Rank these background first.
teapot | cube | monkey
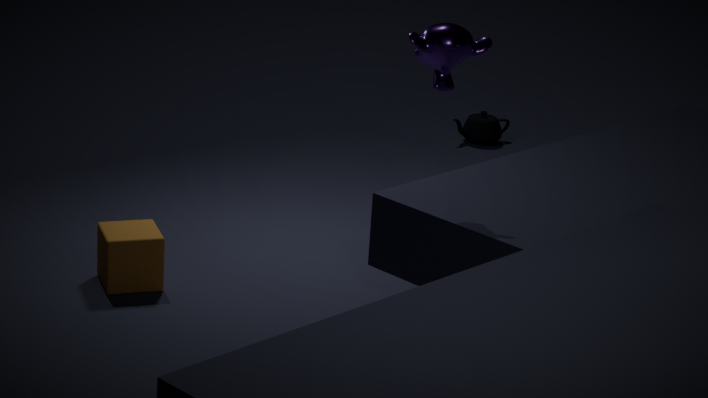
teapot
cube
monkey
